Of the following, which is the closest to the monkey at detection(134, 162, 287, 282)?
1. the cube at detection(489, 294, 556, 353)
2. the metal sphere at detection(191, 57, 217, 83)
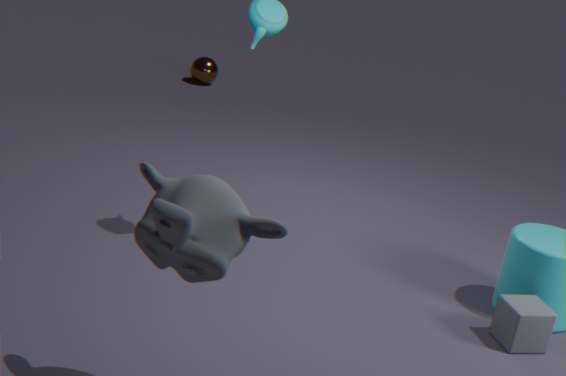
the cube at detection(489, 294, 556, 353)
